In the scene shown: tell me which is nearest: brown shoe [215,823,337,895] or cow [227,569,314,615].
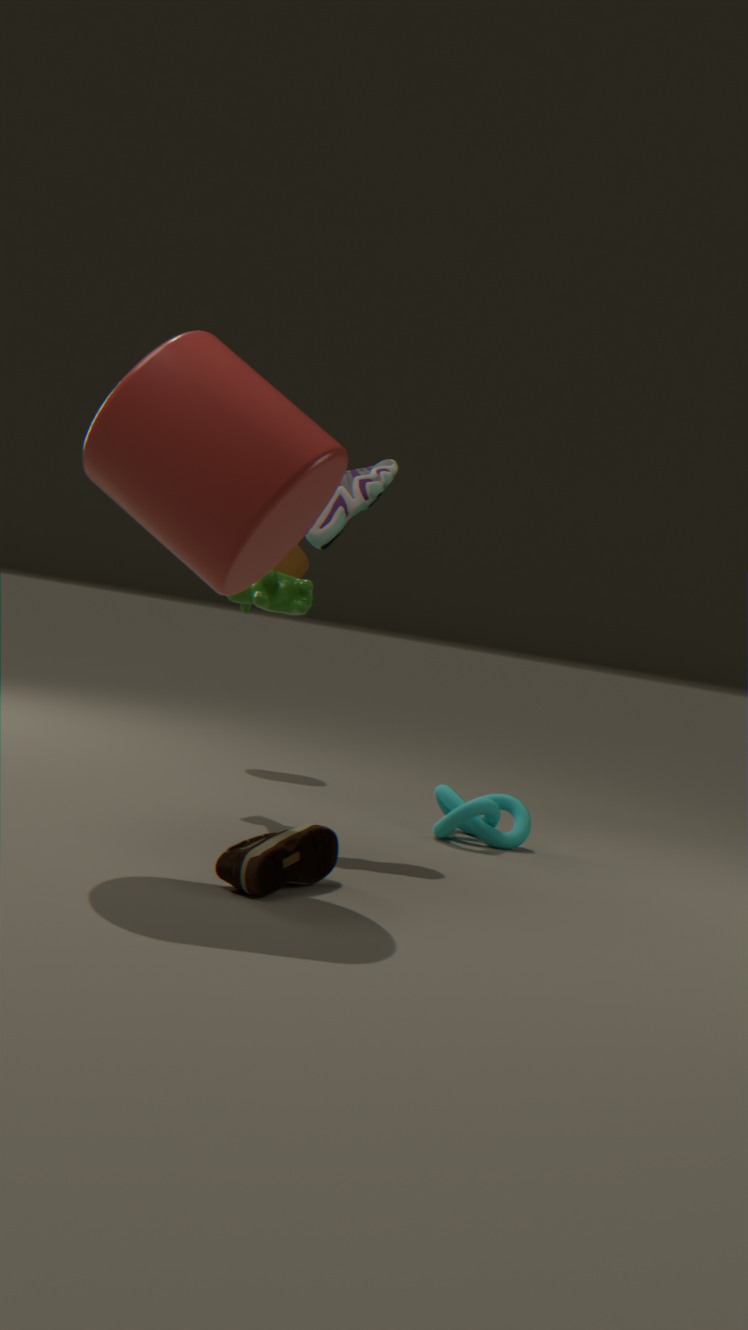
brown shoe [215,823,337,895]
